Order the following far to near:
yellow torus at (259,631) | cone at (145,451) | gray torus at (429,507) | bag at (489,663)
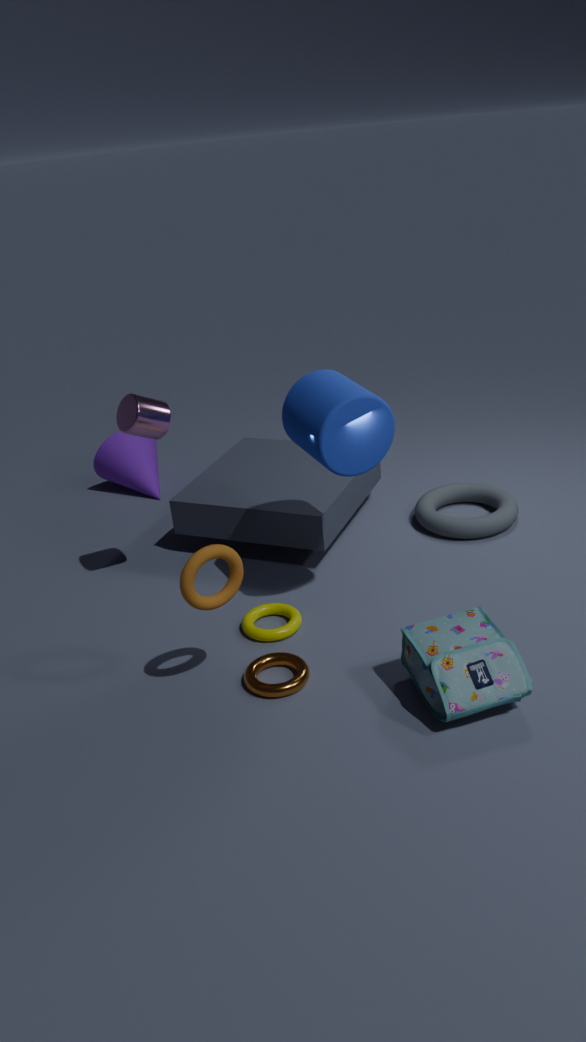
cone at (145,451) < gray torus at (429,507) < yellow torus at (259,631) < bag at (489,663)
